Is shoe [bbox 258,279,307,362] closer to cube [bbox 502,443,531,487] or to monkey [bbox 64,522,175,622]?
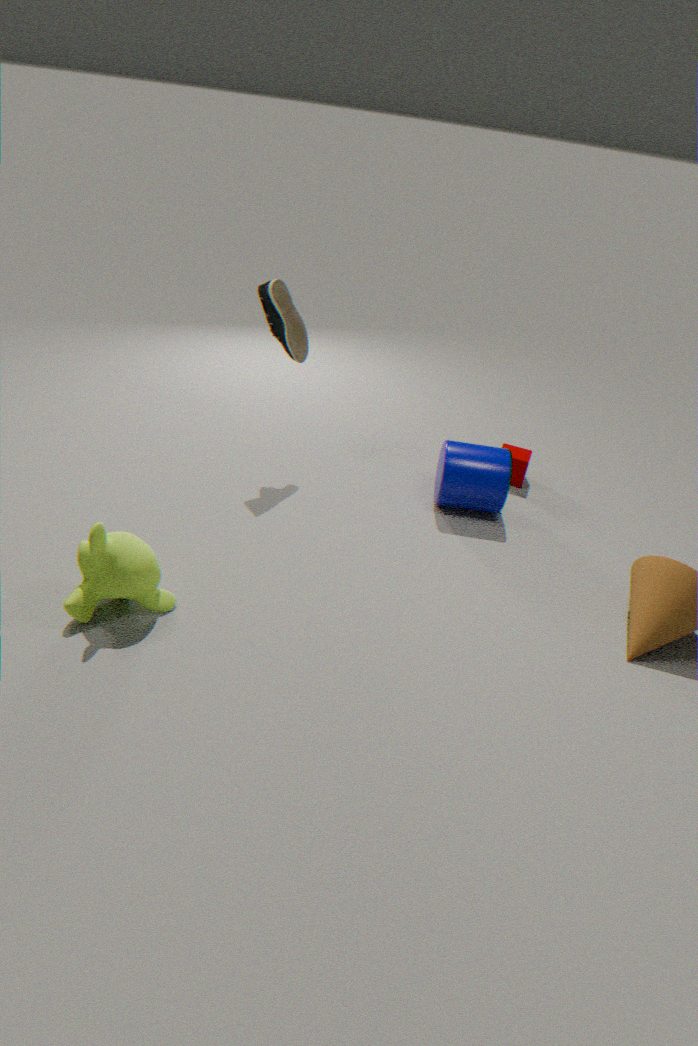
cube [bbox 502,443,531,487]
